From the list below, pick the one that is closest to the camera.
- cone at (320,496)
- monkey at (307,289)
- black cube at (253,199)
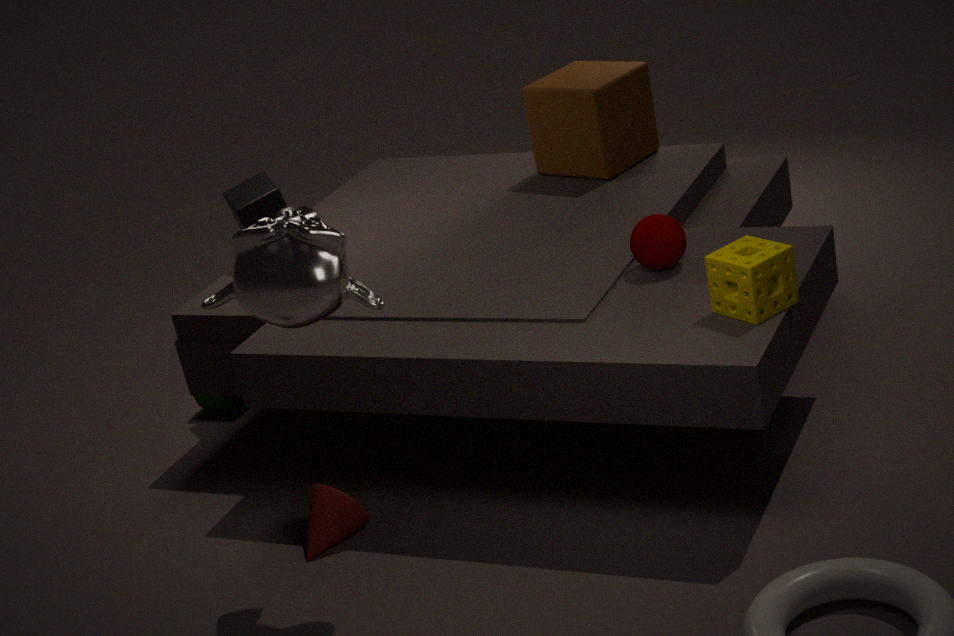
monkey at (307,289)
